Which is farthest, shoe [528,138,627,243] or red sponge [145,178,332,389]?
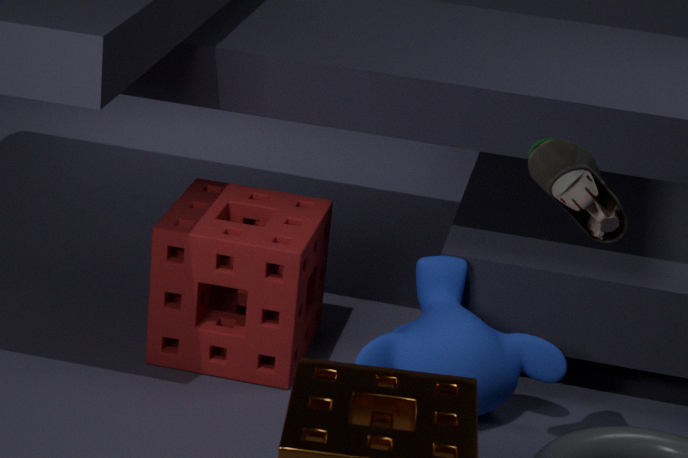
red sponge [145,178,332,389]
